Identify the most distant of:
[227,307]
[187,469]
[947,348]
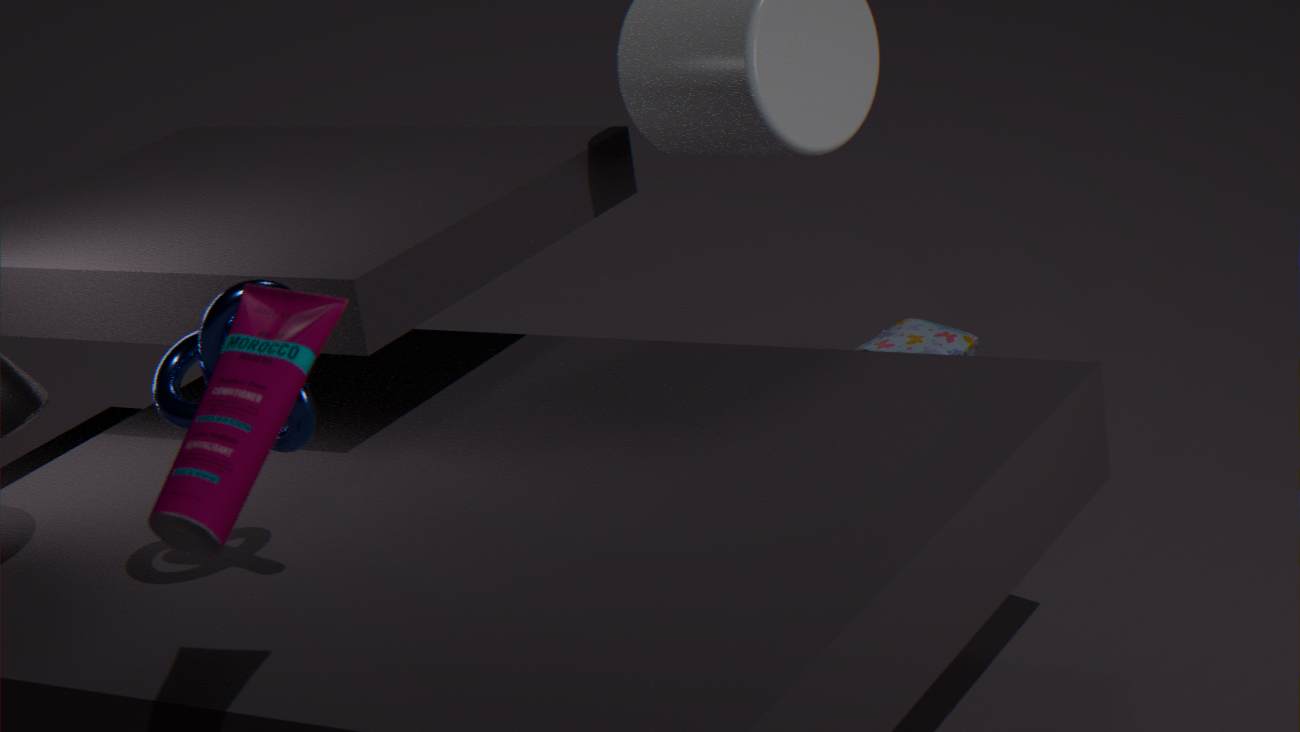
[947,348]
